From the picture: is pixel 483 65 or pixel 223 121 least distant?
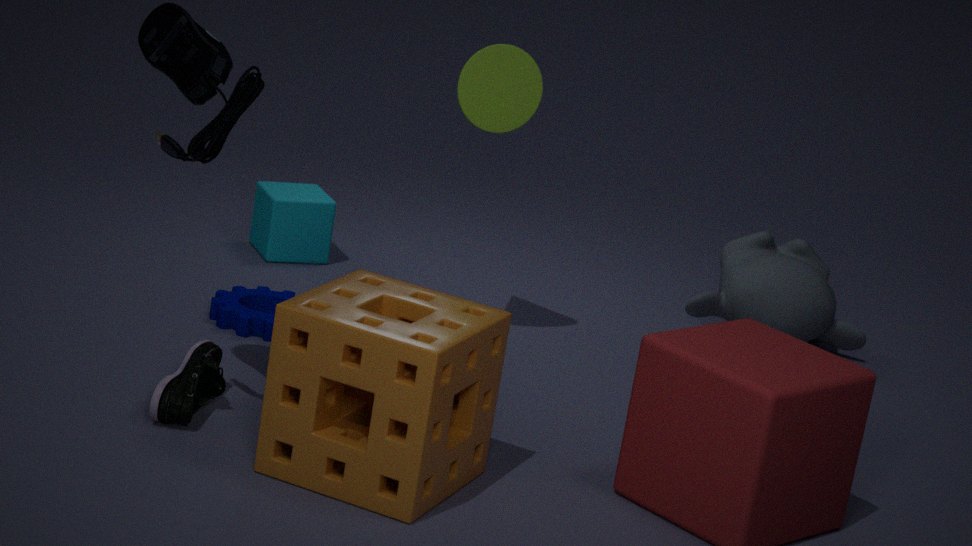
pixel 223 121
